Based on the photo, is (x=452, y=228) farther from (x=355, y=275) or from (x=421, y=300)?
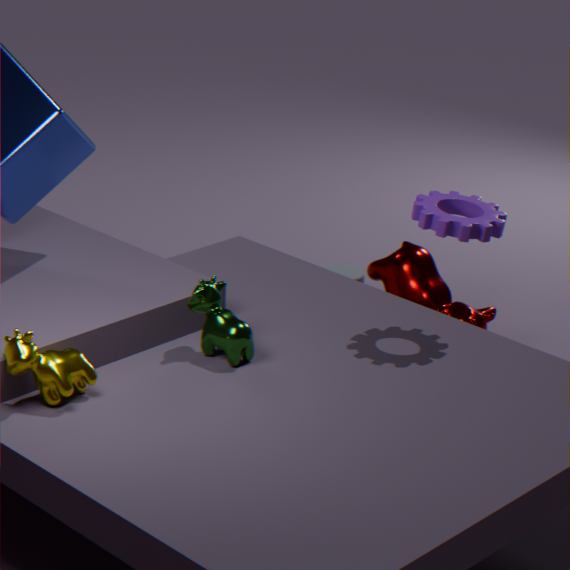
(x=355, y=275)
